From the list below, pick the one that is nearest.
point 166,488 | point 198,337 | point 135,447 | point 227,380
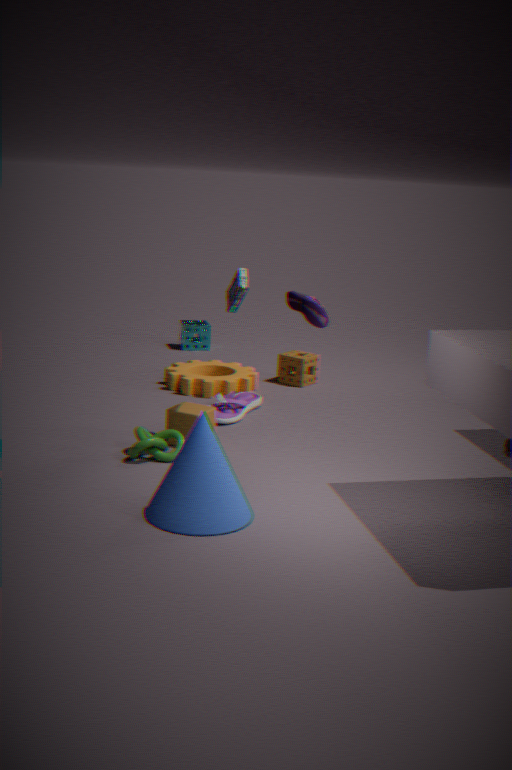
point 166,488
